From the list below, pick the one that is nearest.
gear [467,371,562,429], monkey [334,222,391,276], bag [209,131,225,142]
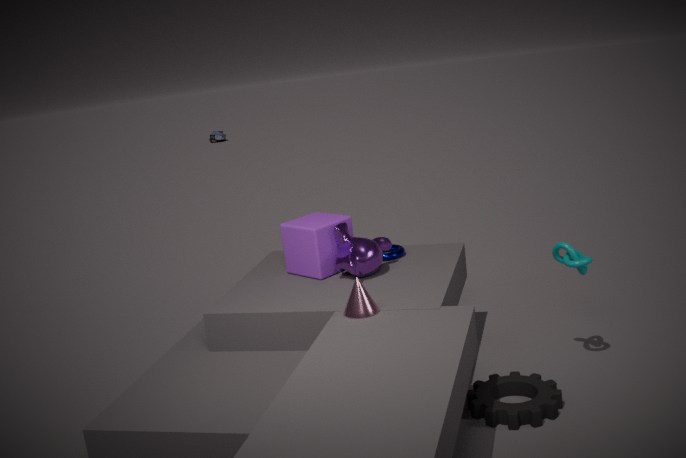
gear [467,371,562,429]
